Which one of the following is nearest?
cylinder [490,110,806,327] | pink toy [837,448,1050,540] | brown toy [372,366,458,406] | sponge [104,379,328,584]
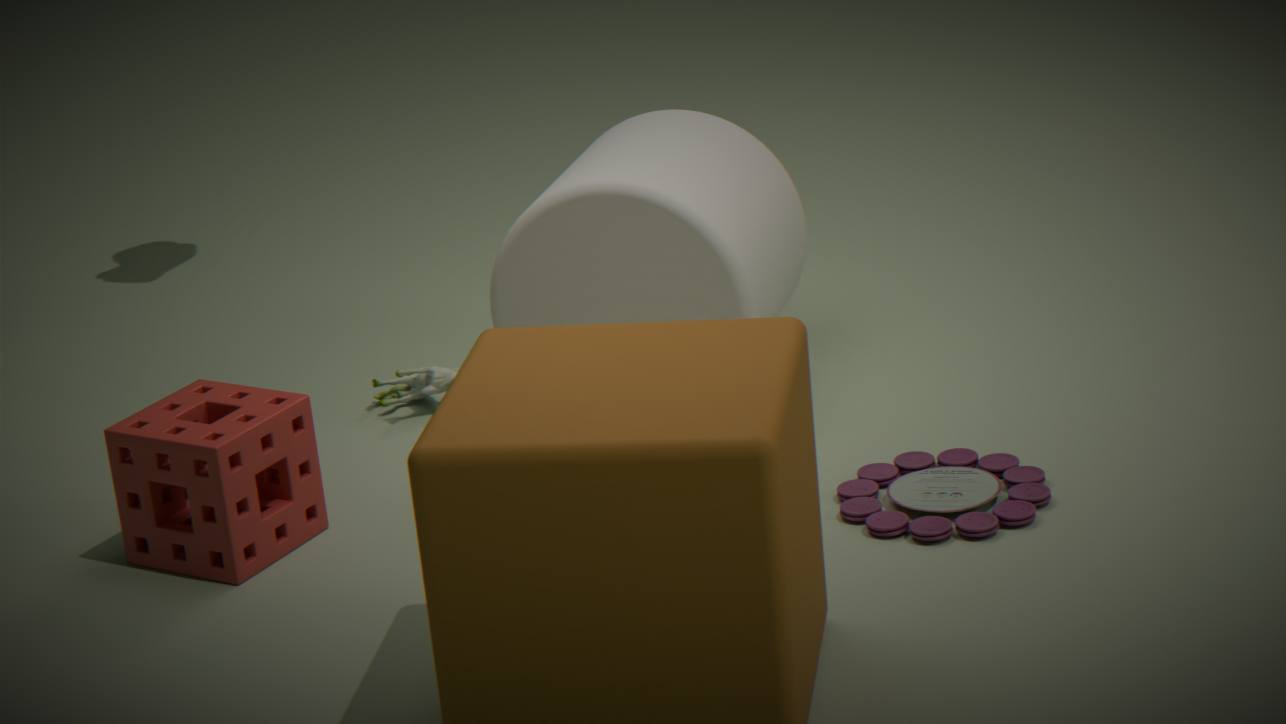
pink toy [837,448,1050,540]
